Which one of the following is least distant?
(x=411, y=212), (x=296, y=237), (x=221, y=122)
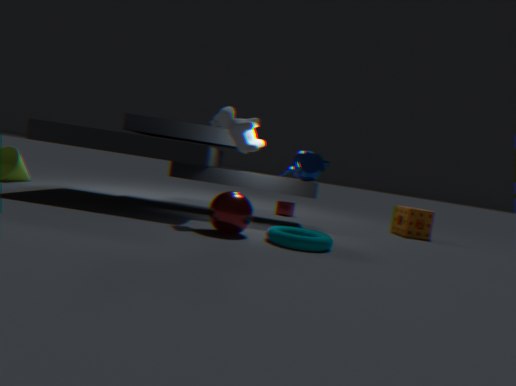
(x=296, y=237)
